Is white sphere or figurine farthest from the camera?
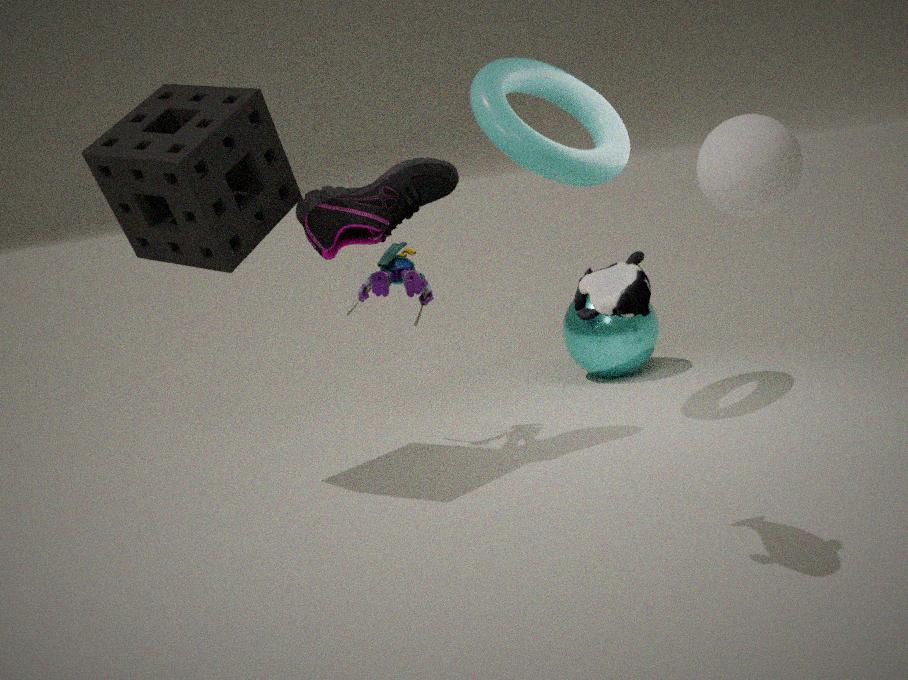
figurine
